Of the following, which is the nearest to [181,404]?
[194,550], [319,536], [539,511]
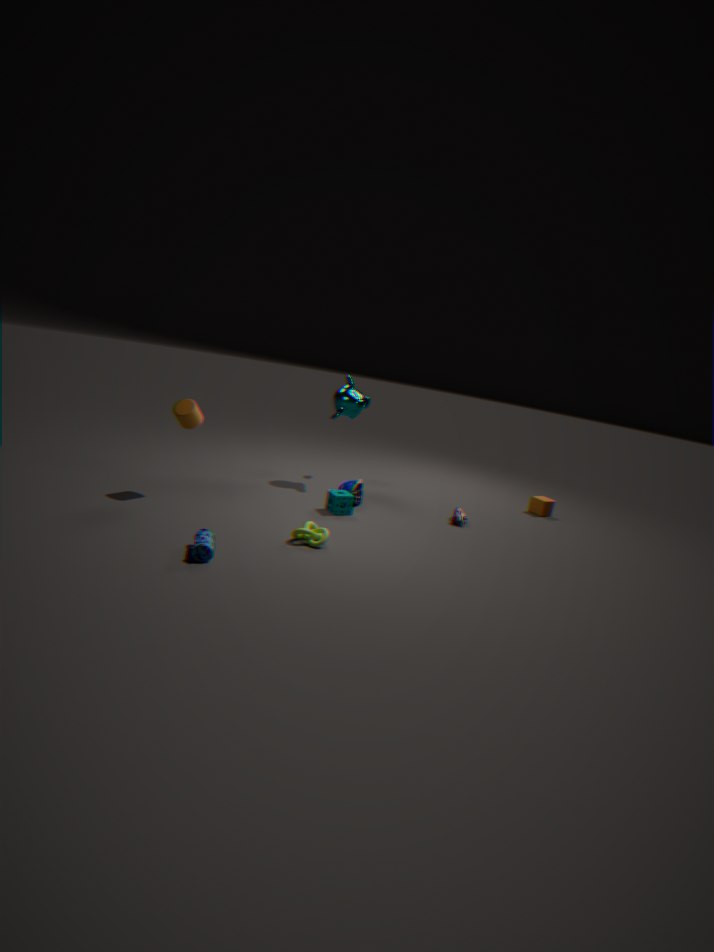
[194,550]
